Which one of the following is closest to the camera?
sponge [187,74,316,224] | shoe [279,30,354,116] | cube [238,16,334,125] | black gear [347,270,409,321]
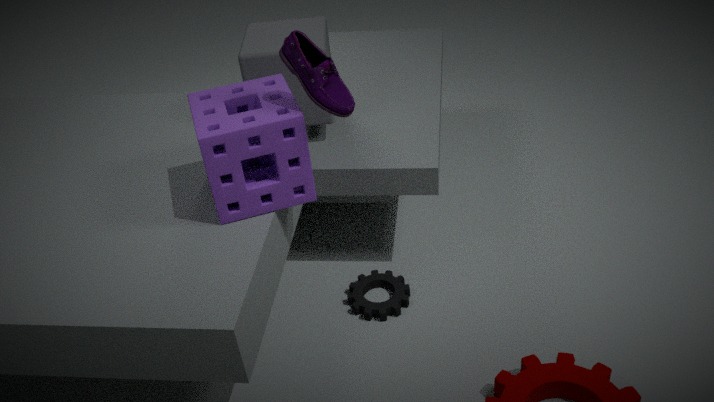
shoe [279,30,354,116]
